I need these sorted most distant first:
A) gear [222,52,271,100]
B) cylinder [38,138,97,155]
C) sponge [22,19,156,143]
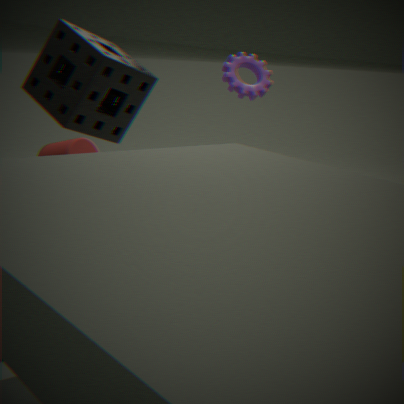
gear [222,52,271,100] → sponge [22,19,156,143] → cylinder [38,138,97,155]
